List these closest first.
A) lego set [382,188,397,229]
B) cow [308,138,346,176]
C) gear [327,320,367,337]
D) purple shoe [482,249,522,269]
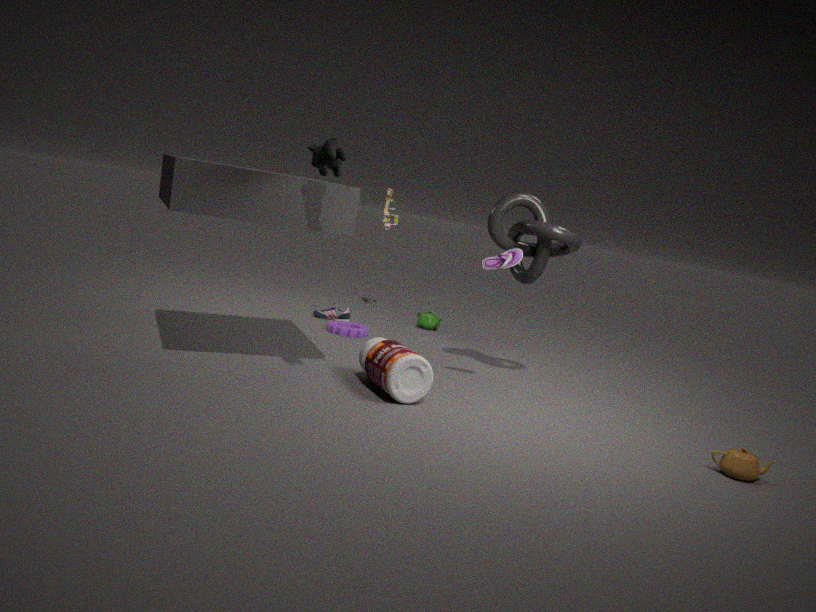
1. cow [308,138,346,176]
2. purple shoe [482,249,522,269]
3. gear [327,320,367,337]
4. lego set [382,188,397,229]
